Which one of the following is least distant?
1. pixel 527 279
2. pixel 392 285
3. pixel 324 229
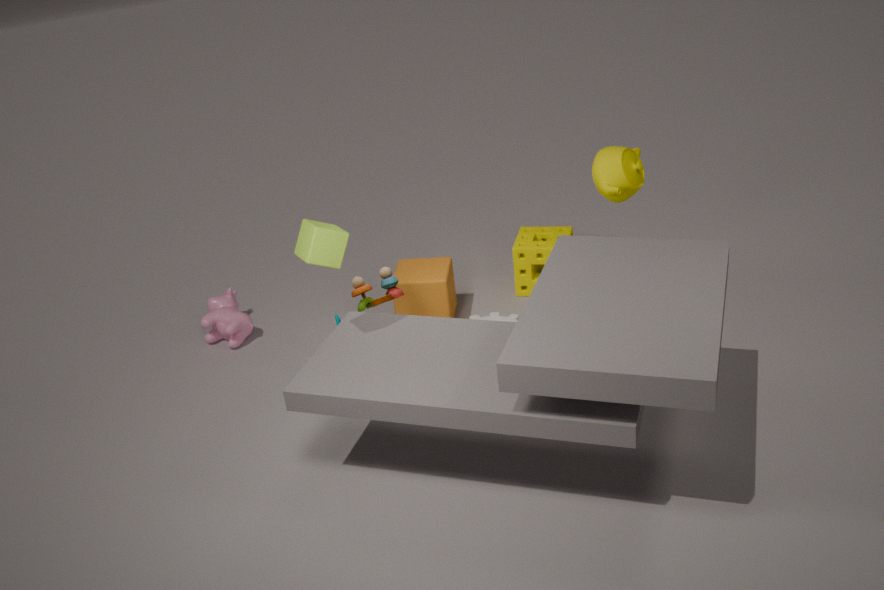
pixel 324 229
